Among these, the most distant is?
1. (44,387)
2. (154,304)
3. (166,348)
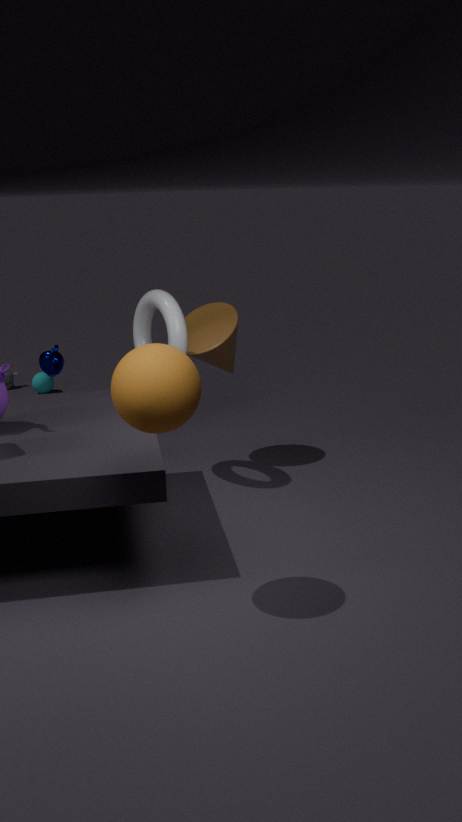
(44,387)
